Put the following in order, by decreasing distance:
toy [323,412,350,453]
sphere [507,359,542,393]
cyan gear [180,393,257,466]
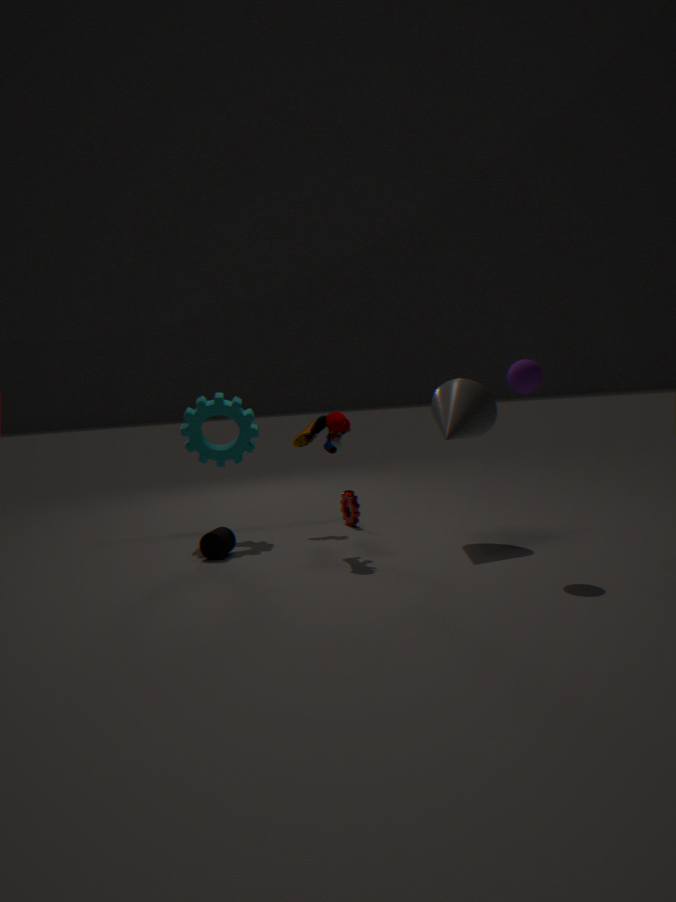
cyan gear [180,393,257,466]
toy [323,412,350,453]
sphere [507,359,542,393]
